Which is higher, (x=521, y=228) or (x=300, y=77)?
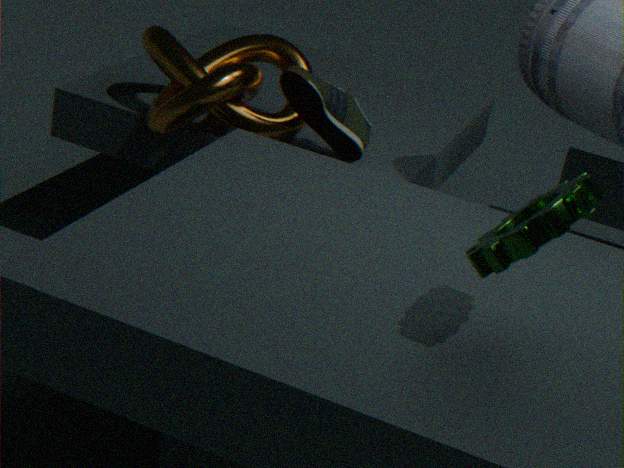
(x=521, y=228)
